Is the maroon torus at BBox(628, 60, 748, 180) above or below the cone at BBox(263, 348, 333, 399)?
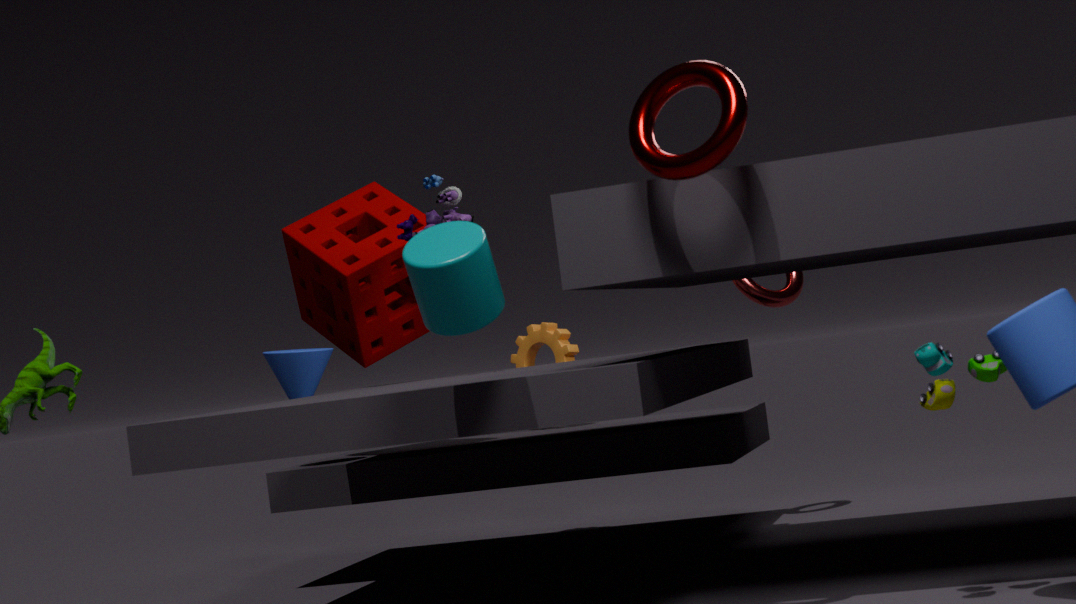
above
